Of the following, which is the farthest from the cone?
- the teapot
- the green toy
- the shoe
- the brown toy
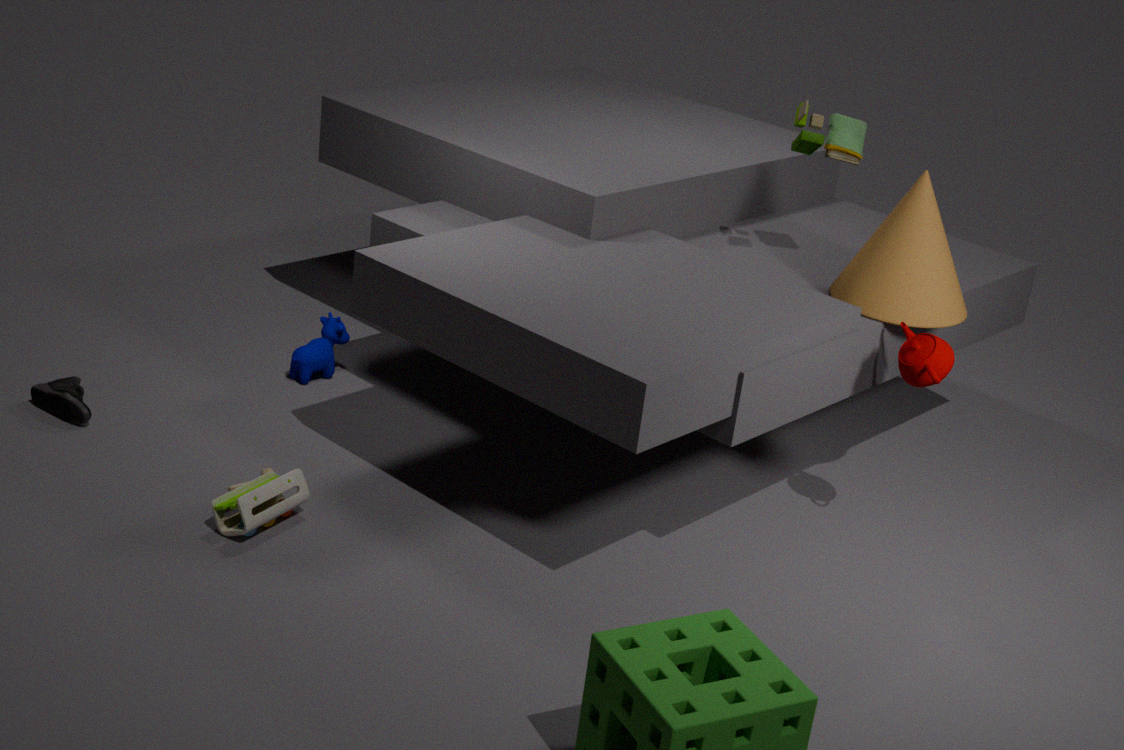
the shoe
